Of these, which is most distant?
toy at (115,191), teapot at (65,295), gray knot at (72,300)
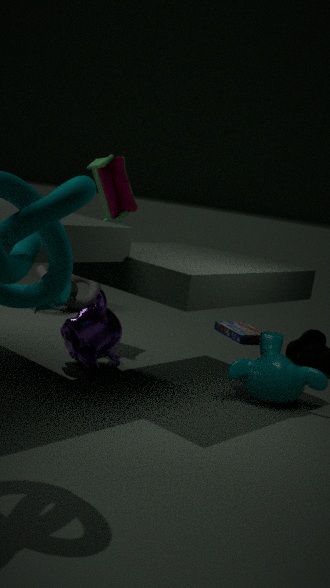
gray knot at (72,300)
